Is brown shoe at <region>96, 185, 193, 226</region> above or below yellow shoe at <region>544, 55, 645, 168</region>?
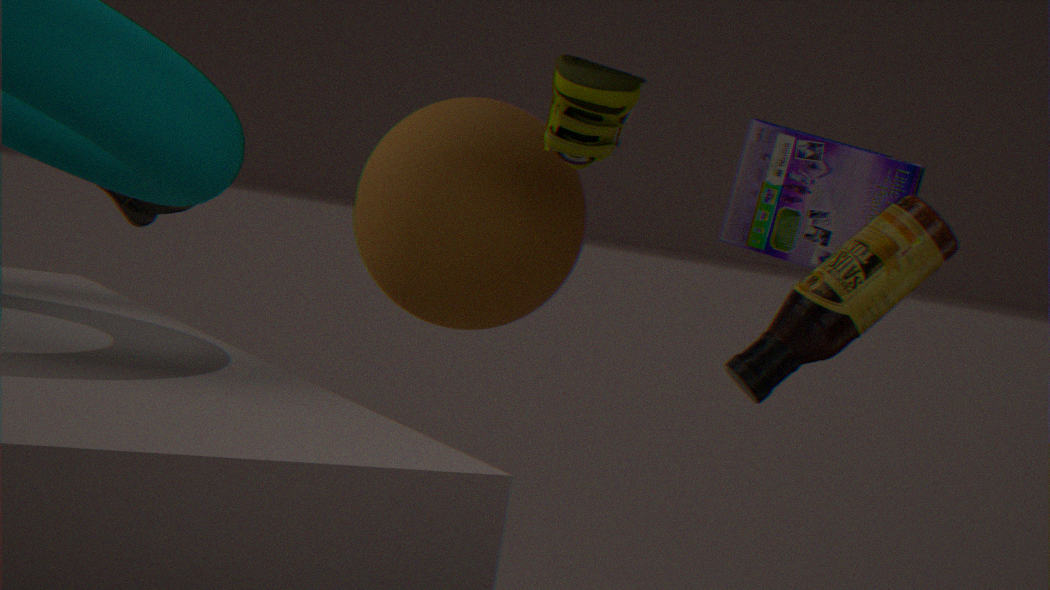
below
